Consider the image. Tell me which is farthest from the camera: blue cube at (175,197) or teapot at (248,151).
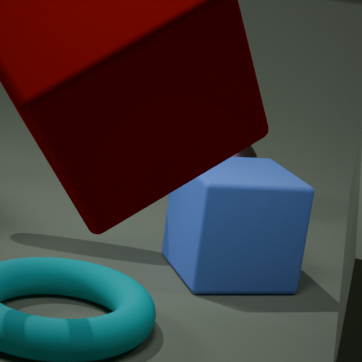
teapot at (248,151)
